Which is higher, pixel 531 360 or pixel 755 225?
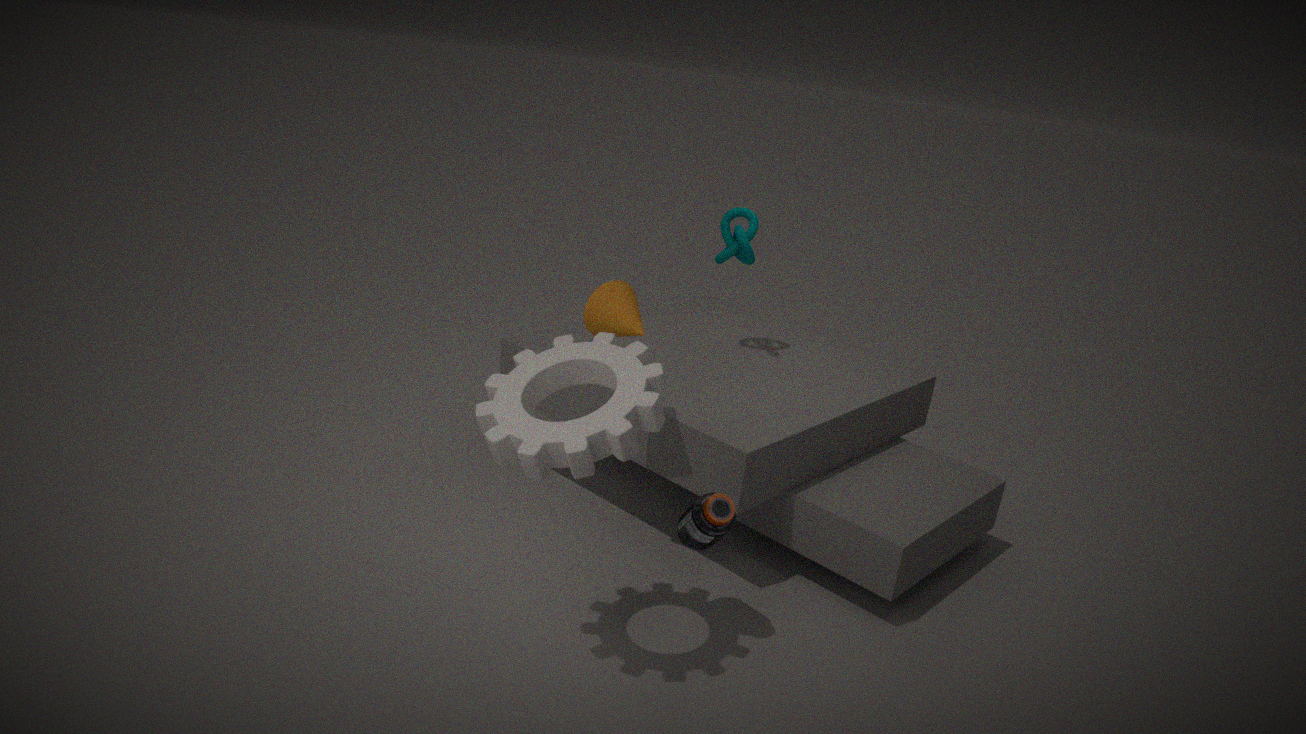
pixel 755 225
